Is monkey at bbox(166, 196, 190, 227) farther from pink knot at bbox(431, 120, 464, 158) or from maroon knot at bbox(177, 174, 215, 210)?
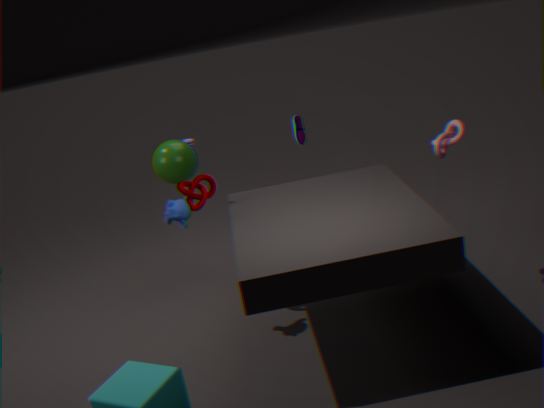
pink knot at bbox(431, 120, 464, 158)
